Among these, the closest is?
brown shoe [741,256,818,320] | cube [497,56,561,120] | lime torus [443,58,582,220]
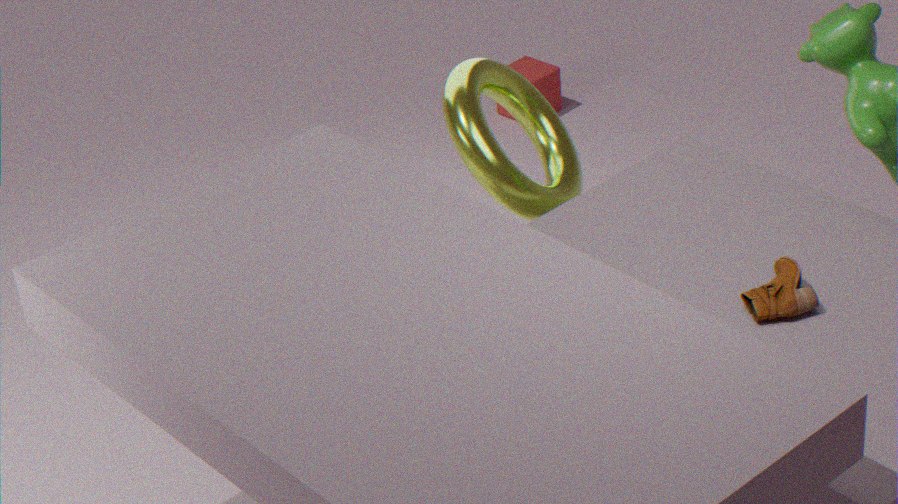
brown shoe [741,256,818,320]
